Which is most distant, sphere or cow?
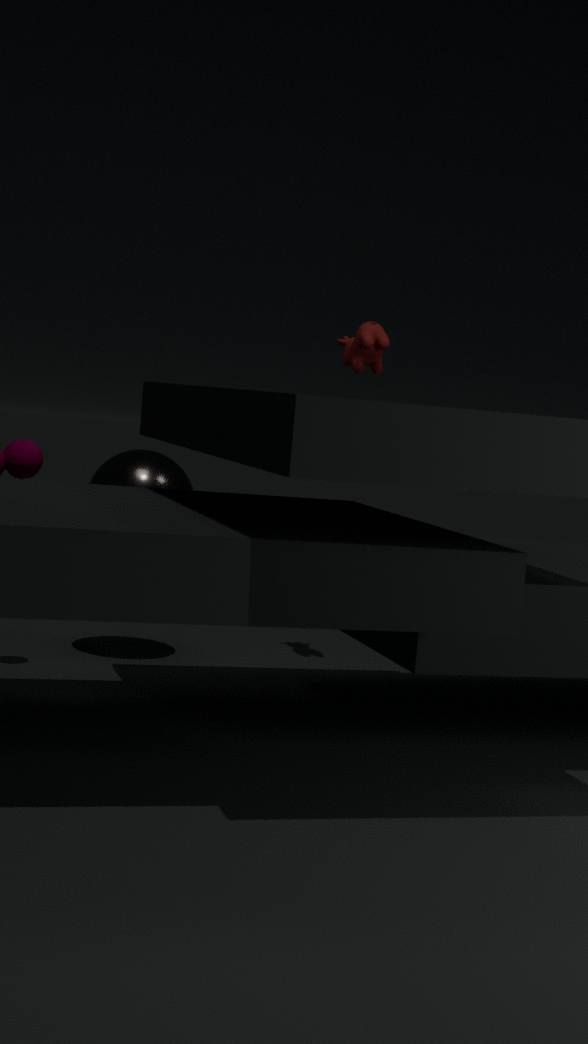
sphere
